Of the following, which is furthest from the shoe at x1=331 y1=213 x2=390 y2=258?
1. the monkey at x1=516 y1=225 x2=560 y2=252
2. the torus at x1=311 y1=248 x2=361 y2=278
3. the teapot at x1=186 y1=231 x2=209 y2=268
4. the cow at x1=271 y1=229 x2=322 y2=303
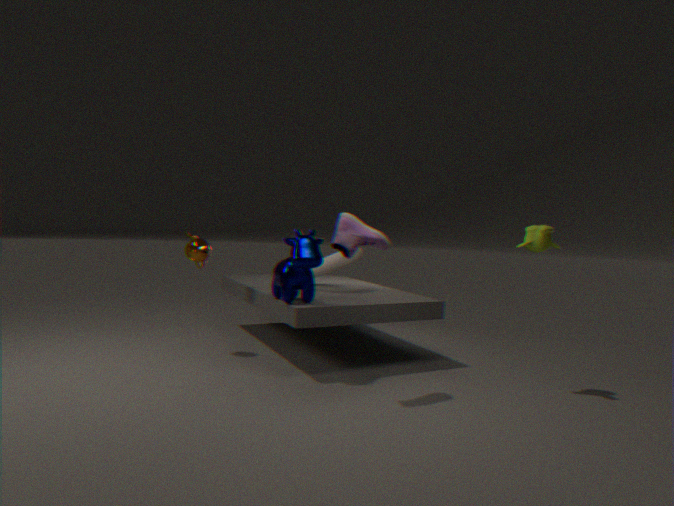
the teapot at x1=186 y1=231 x2=209 y2=268
